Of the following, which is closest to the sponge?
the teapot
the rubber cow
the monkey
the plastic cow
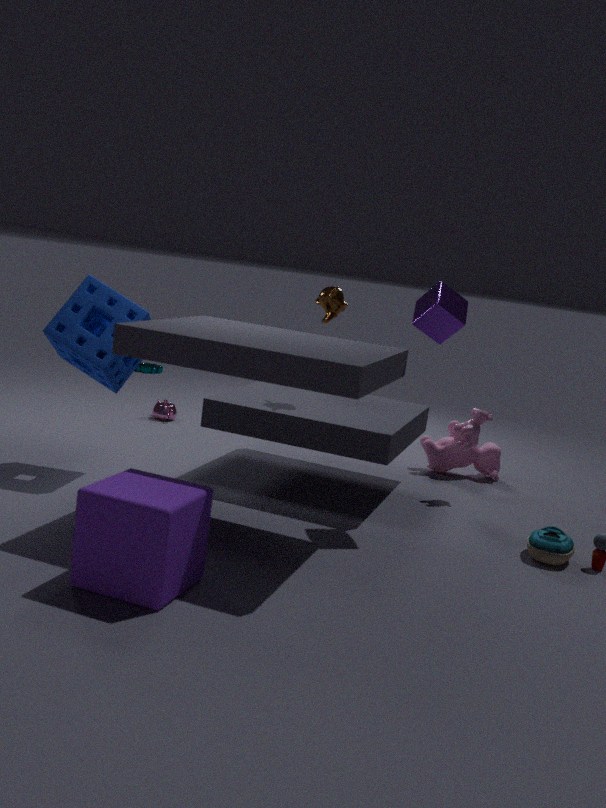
the monkey
